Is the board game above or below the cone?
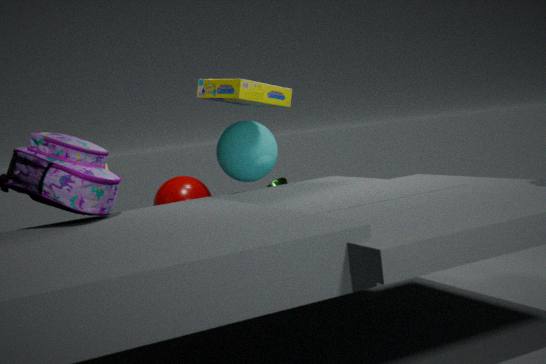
above
